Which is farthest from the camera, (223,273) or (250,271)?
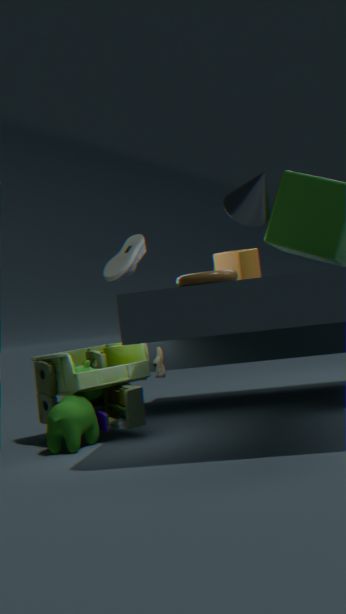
(250,271)
